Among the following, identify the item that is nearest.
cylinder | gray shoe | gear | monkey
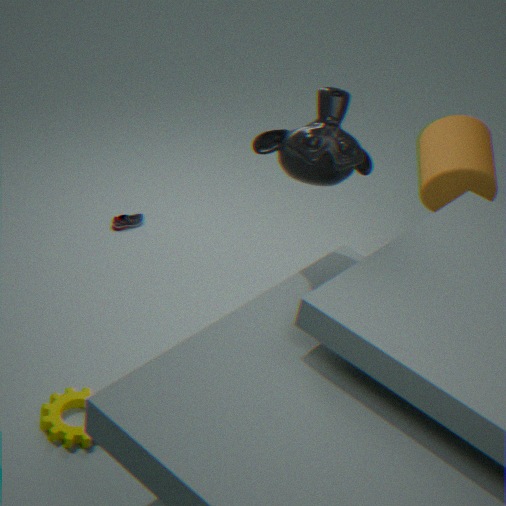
gear
